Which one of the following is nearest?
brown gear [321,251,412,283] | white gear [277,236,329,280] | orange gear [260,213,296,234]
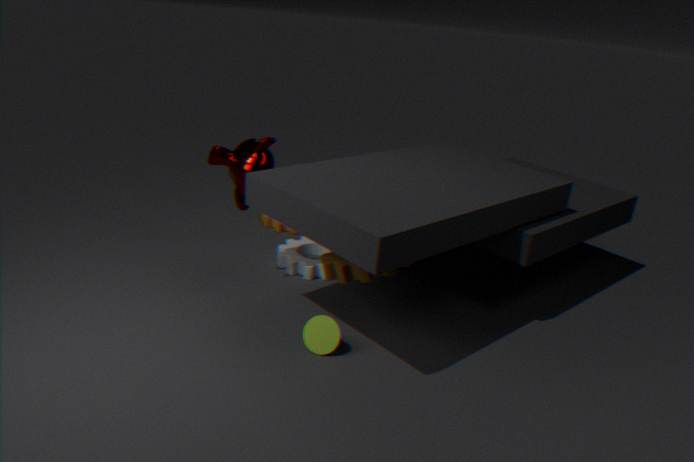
brown gear [321,251,412,283]
